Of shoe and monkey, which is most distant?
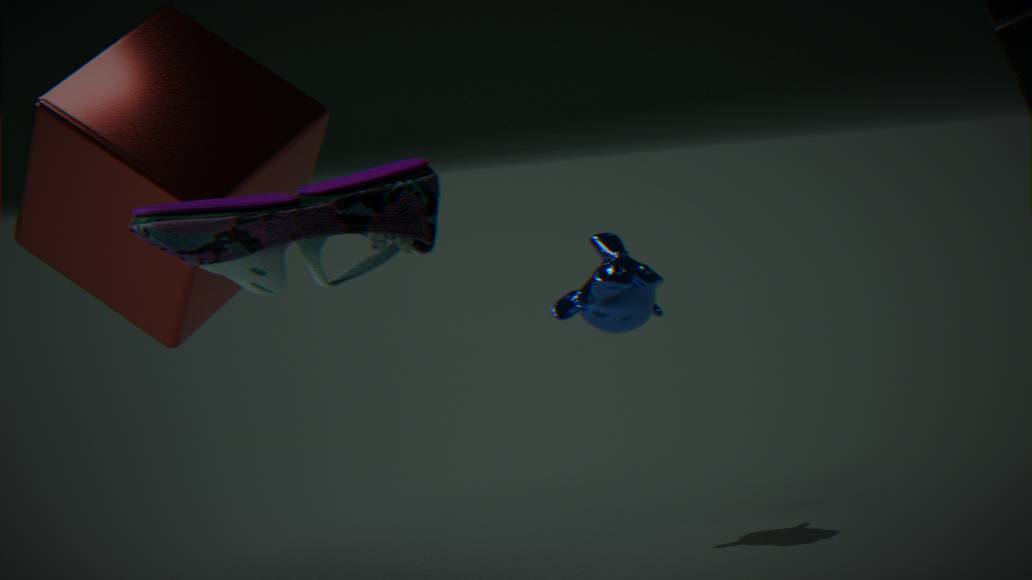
monkey
